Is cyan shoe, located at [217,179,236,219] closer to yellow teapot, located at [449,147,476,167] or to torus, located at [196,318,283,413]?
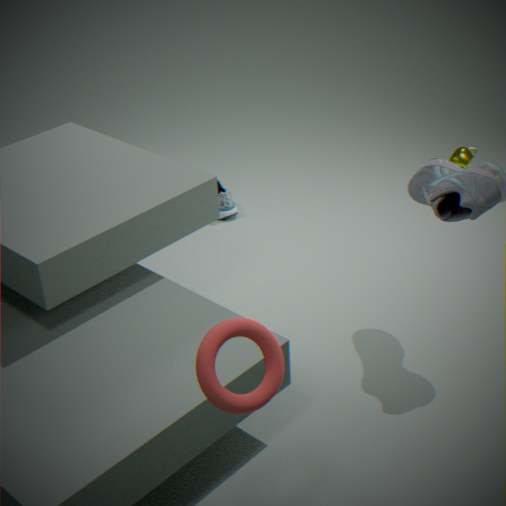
yellow teapot, located at [449,147,476,167]
